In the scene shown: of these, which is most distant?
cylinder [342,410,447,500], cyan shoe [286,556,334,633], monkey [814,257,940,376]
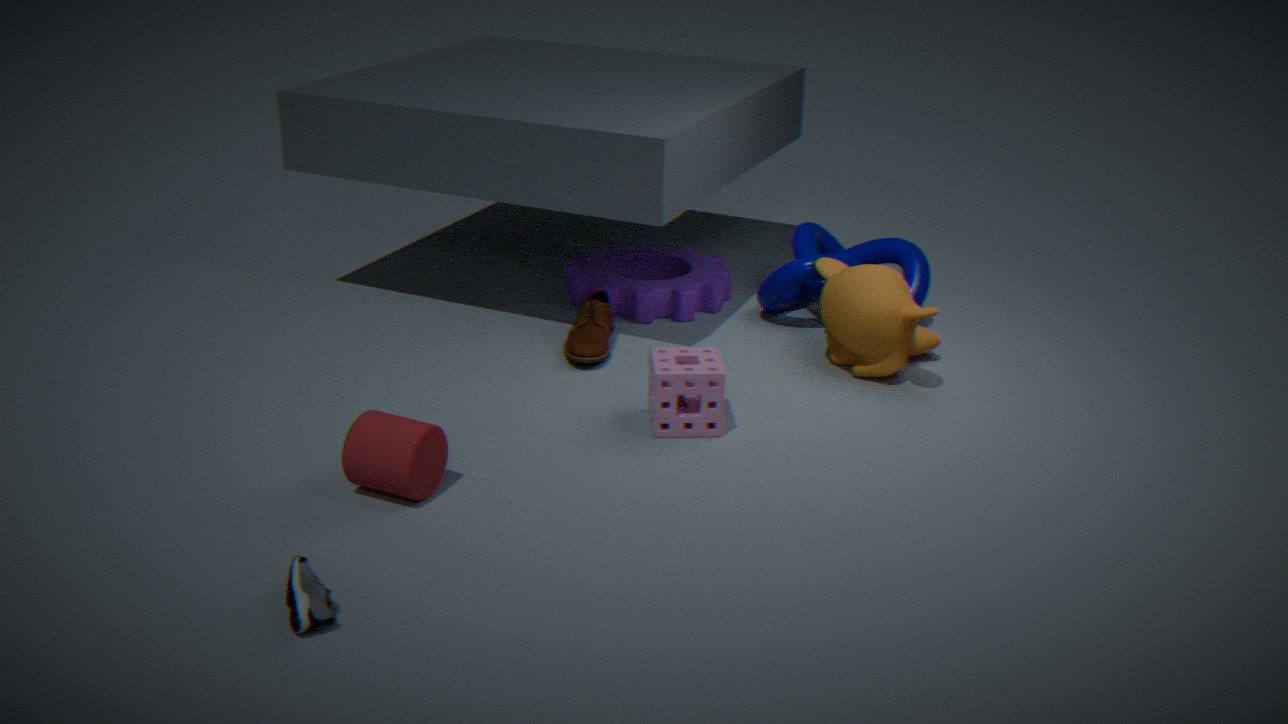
monkey [814,257,940,376]
